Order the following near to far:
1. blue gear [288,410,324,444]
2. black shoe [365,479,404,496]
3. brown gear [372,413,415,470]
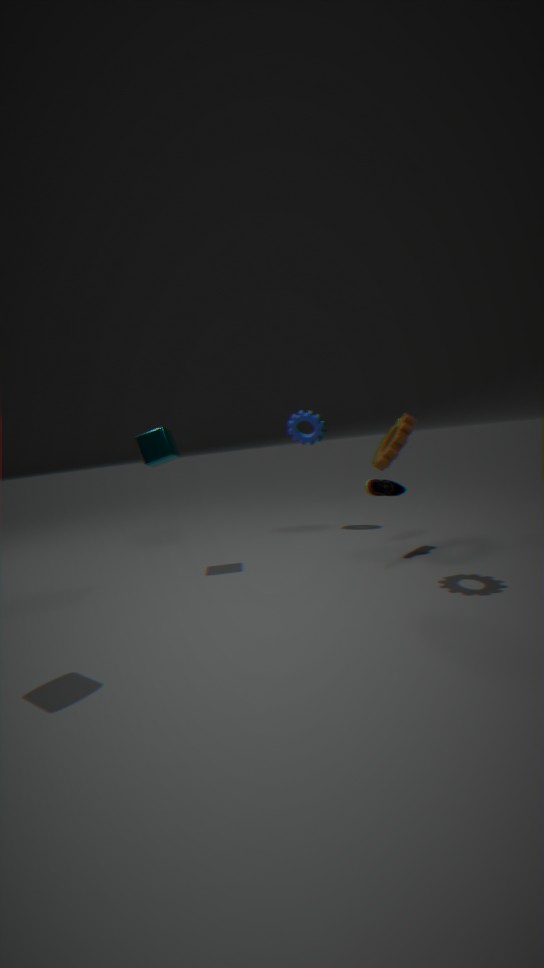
brown gear [372,413,415,470] < black shoe [365,479,404,496] < blue gear [288,410,324,444]
